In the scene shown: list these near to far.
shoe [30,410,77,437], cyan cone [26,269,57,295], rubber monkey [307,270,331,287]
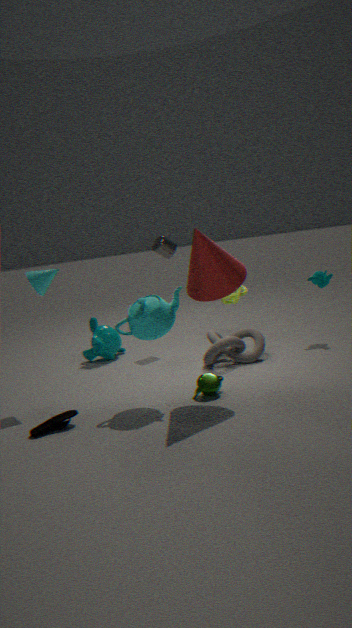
shoe [30,410,77,437]
cyan cone [26,269,57,295]
rubber monkey [307,270,331,287]
